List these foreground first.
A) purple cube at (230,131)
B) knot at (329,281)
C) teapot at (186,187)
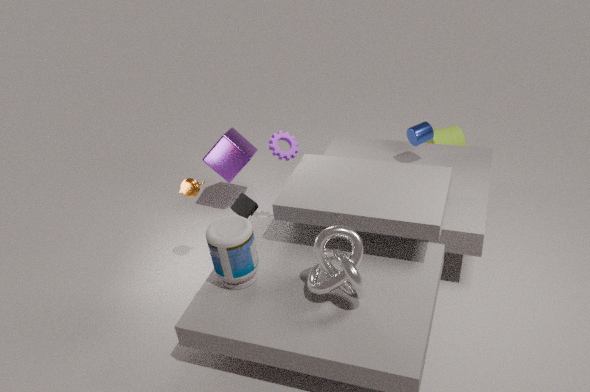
knot at (329,281) < teapot at (186,187) < purple cube at (230,131)
